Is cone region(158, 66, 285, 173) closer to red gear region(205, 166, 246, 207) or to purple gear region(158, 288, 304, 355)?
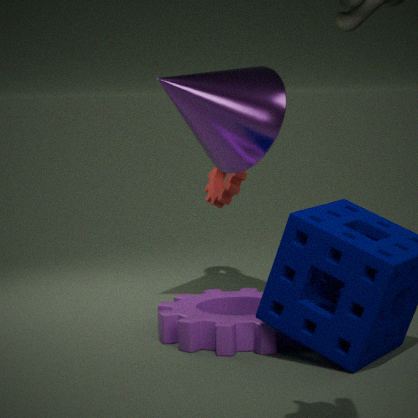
red gear region(205, 166, 246, 207)
